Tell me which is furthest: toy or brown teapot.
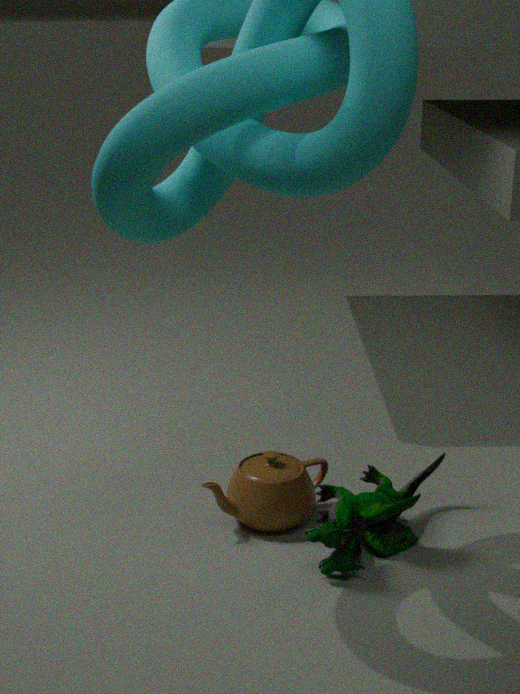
brown teapot
